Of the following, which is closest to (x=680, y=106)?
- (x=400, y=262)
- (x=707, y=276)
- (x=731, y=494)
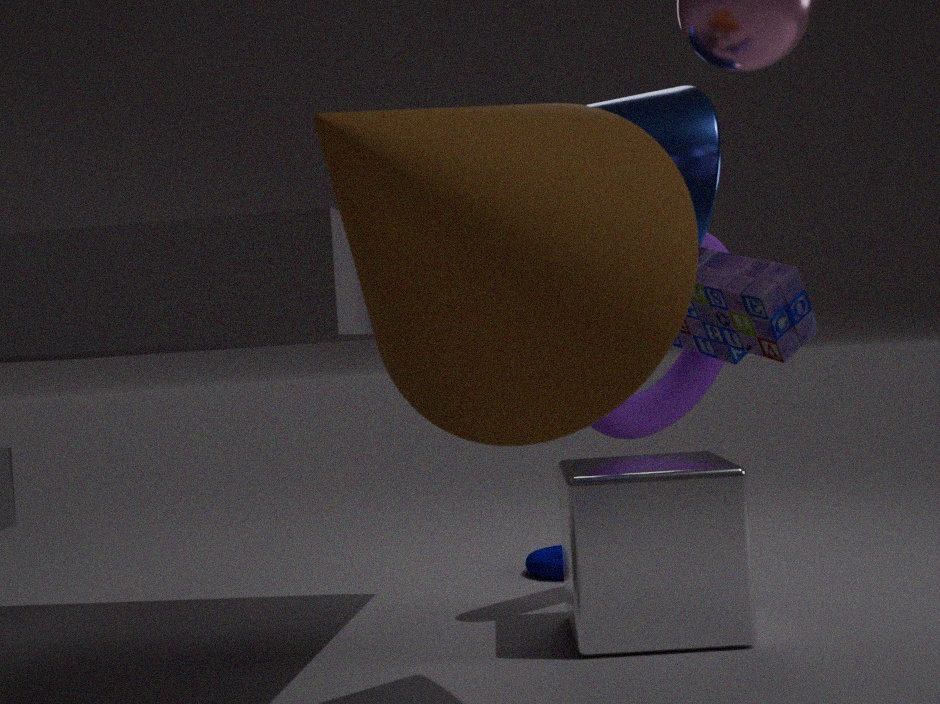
(x=707, y=276)
